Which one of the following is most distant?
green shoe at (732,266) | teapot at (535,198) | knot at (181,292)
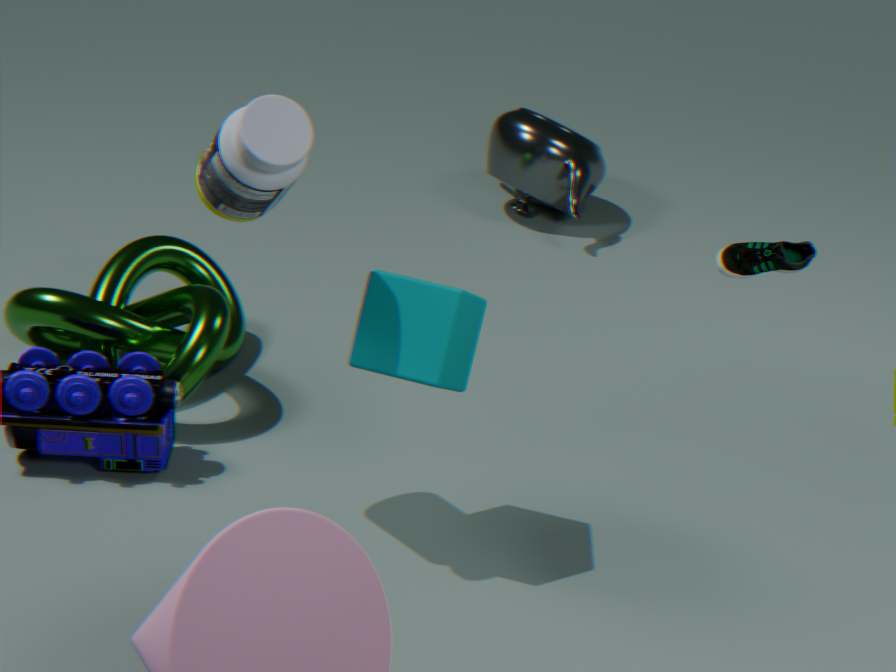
teapot at (535,198)
